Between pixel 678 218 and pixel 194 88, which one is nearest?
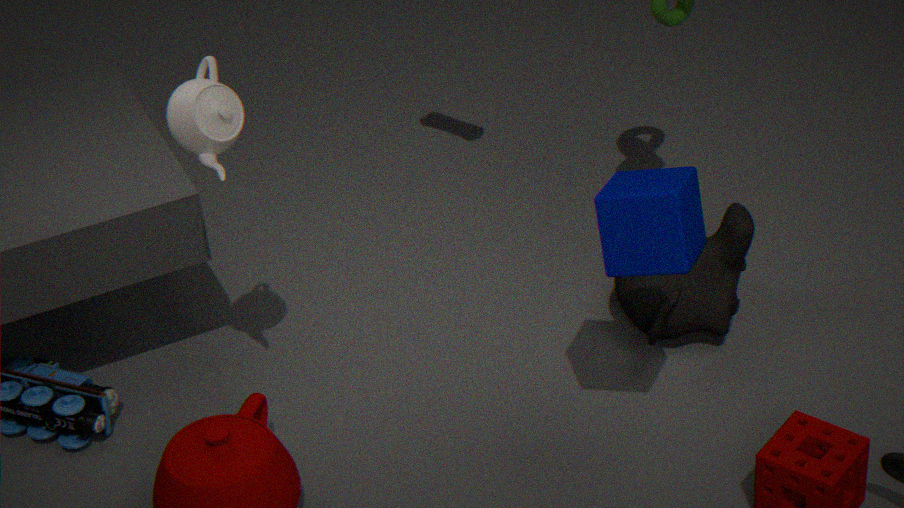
pixel 678 218
